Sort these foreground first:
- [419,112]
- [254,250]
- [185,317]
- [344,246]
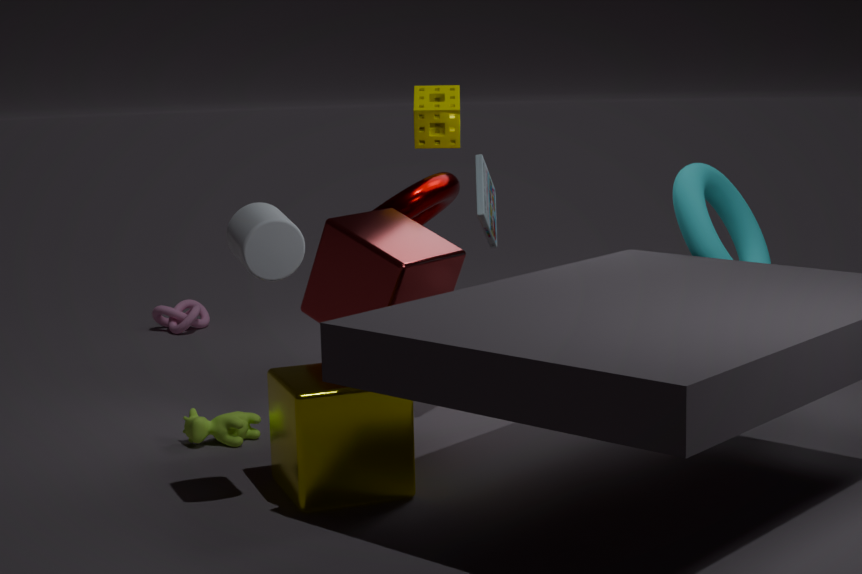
[254,250]
[344,246]
[419,112]
[185,317]
